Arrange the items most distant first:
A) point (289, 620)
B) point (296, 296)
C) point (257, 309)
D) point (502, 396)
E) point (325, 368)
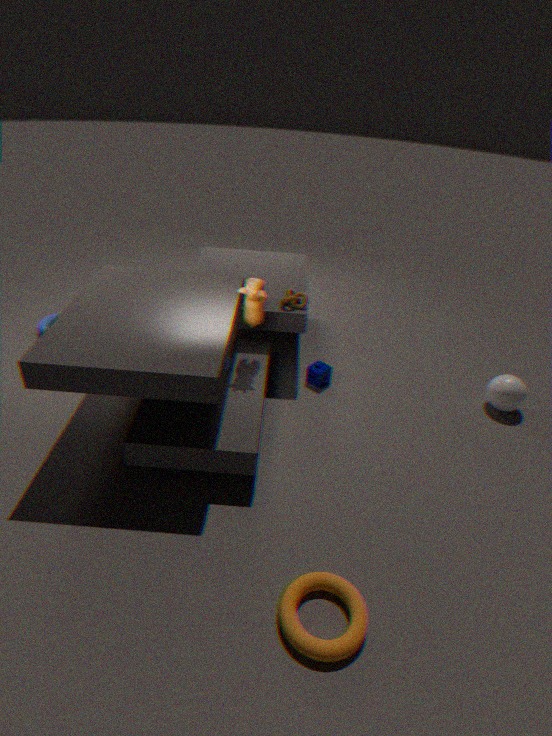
1. point (325, 368)
2. point (296, 296)
3. point (502, 396)
4. point (257, 309)
5. point (289, 620)
